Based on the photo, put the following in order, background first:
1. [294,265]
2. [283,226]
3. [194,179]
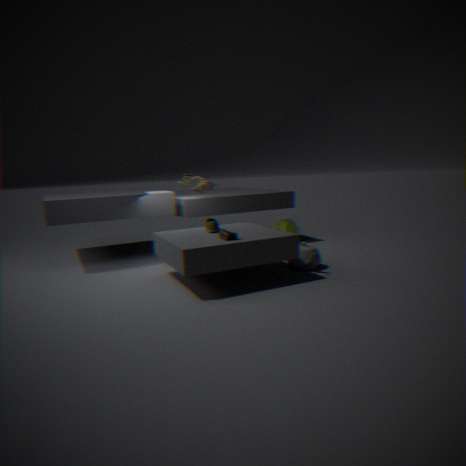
1. [283,226]
2. [194,179]
3. [294,265]
